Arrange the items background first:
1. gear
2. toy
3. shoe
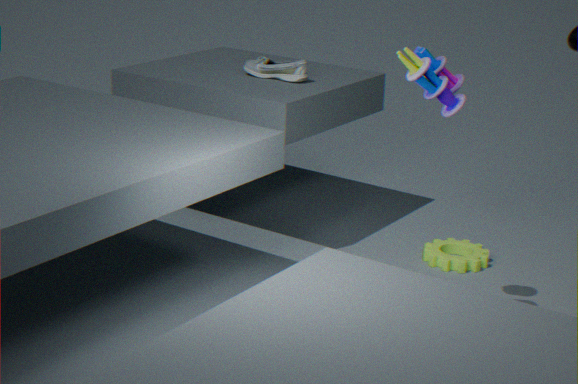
shoe
gear
toy
